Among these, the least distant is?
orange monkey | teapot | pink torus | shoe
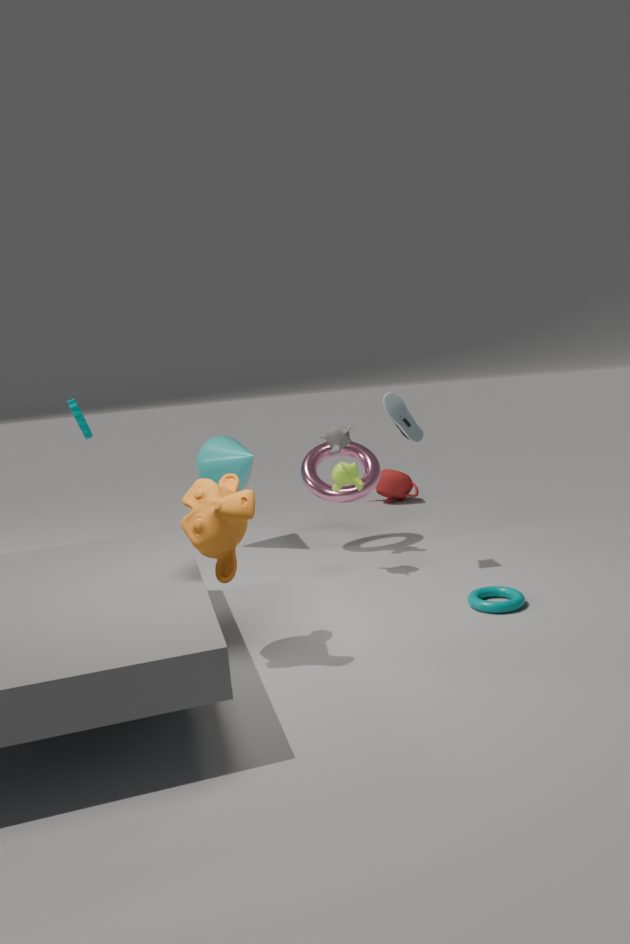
orange monkey
